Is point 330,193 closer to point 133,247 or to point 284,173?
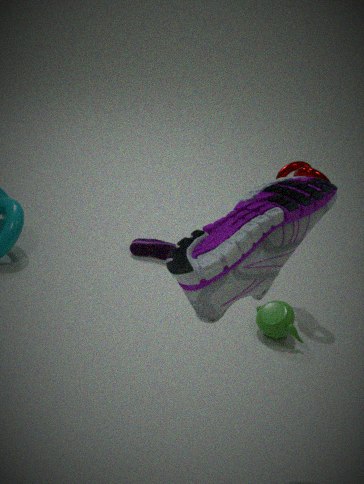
point 284,173
